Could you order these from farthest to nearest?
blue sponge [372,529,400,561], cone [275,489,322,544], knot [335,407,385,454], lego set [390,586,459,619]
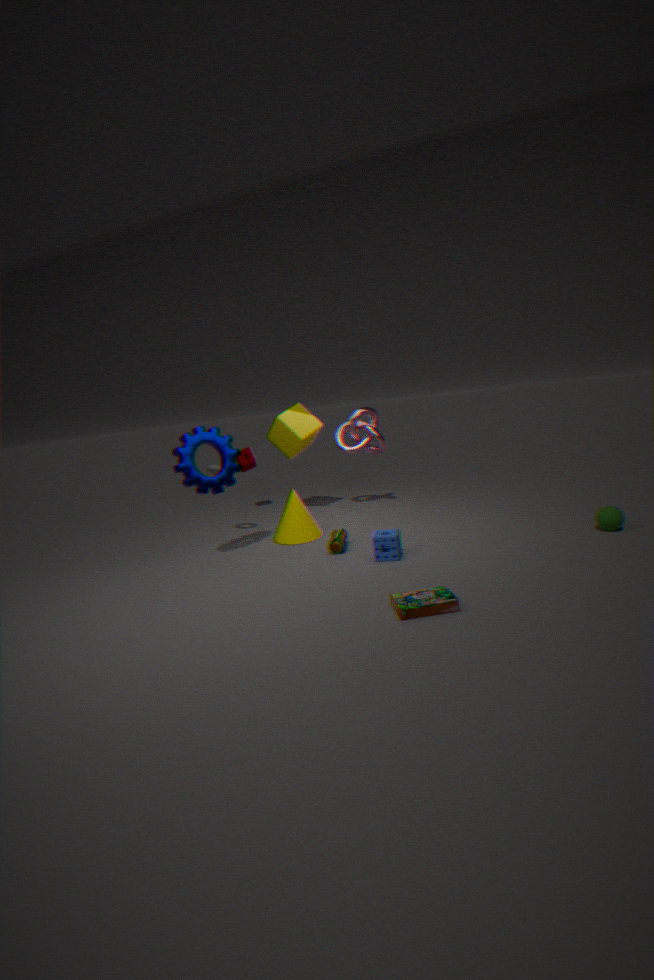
knot [335,407,385,454], cone [275,489,322,544], blue sponge [372,529,400,561], lego set [390,586,459,619]
